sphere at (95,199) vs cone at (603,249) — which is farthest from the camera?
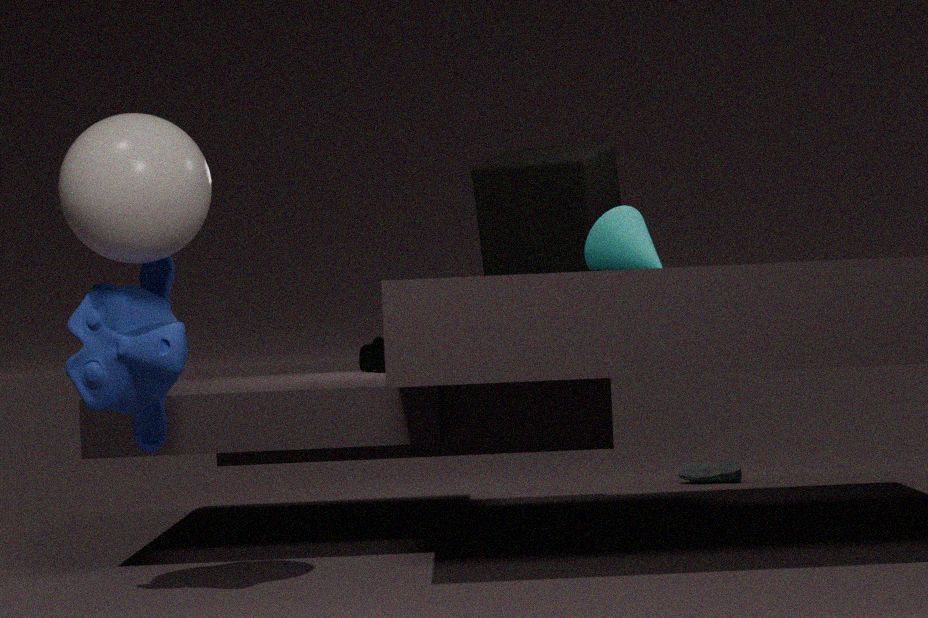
cone at (603,249)
